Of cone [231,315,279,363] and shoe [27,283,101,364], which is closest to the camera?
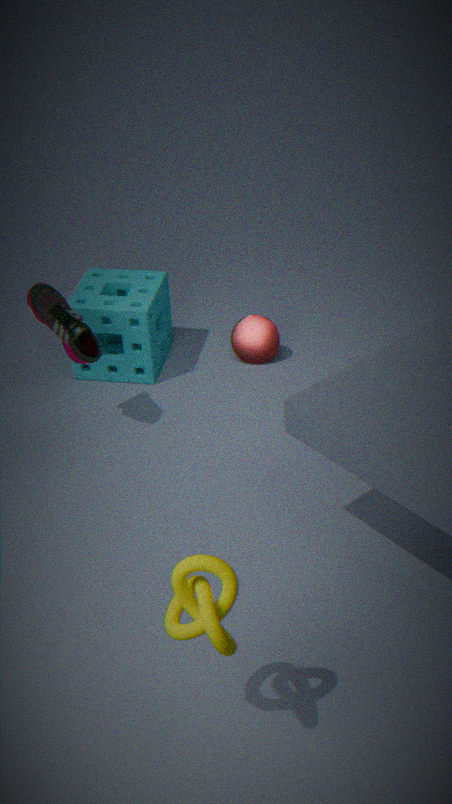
shoe [27,283,101,364]
